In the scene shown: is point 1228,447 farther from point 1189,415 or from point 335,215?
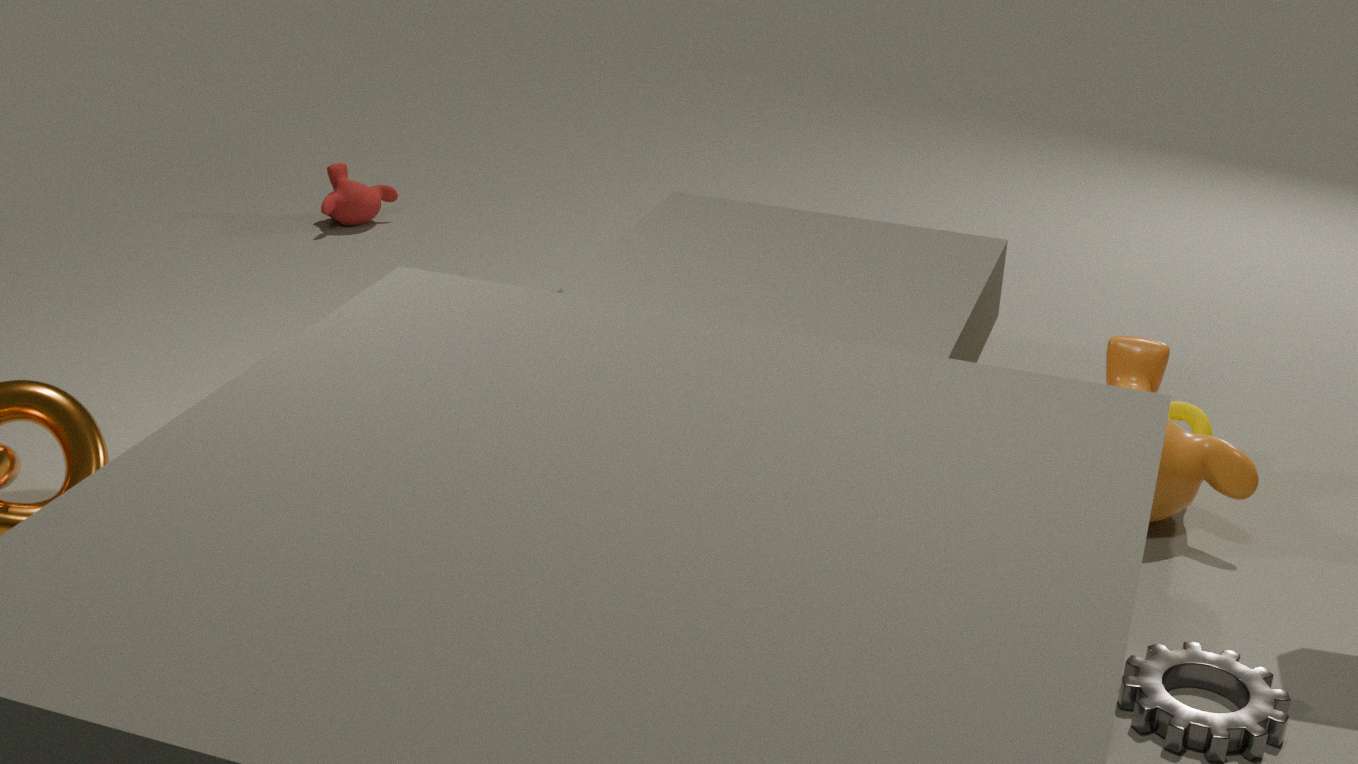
point 335,215
